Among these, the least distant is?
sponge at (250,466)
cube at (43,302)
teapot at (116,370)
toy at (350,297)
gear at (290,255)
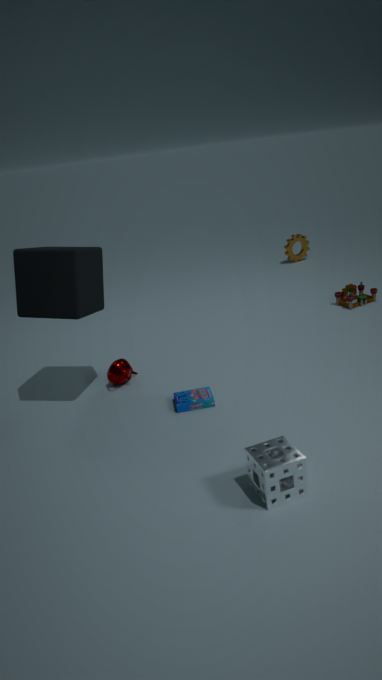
sponge at (250,466)
